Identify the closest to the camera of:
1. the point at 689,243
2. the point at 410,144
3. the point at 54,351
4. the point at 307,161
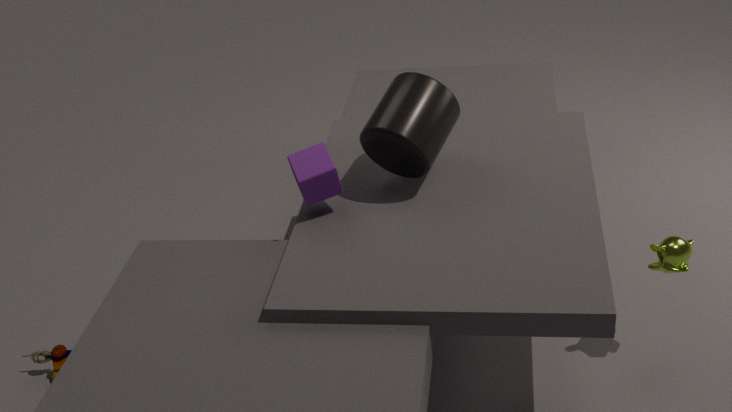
the point at 689,243
